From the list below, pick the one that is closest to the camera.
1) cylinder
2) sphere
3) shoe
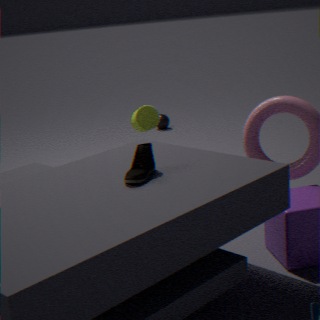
3. shoe
